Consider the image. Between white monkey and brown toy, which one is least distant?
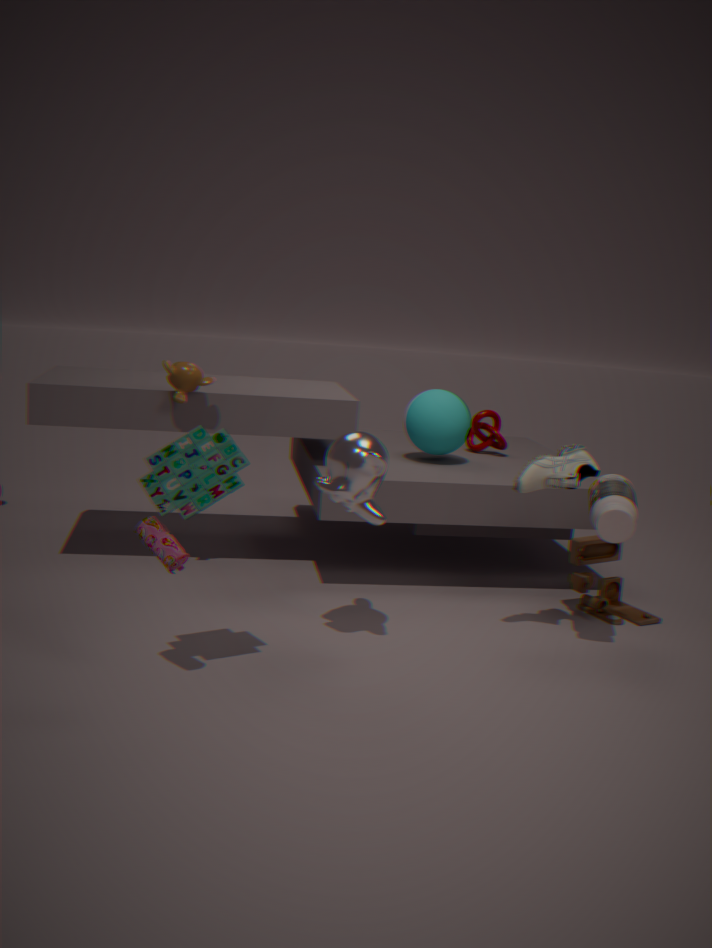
white monkey
